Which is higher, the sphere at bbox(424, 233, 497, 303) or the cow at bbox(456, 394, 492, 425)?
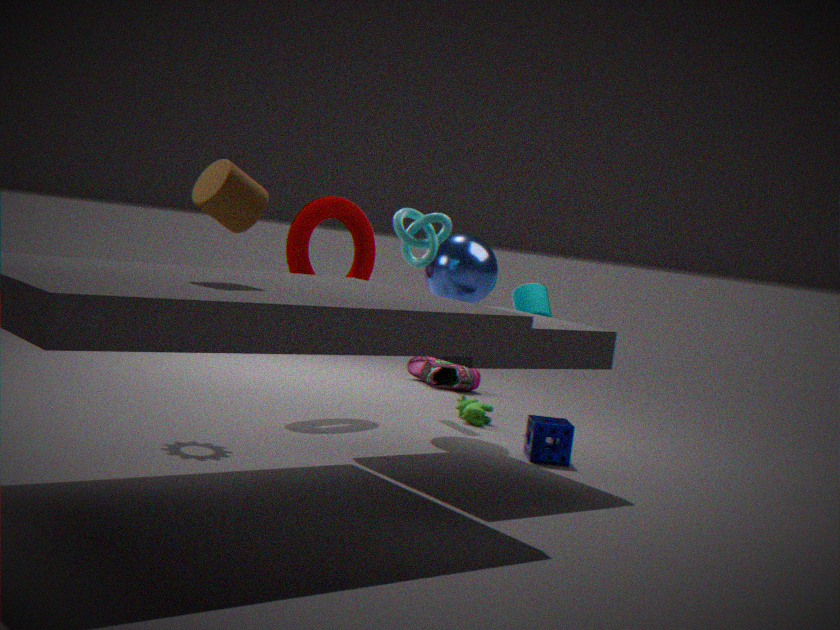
the sphere at bbox(424, 233, 497, 303)
